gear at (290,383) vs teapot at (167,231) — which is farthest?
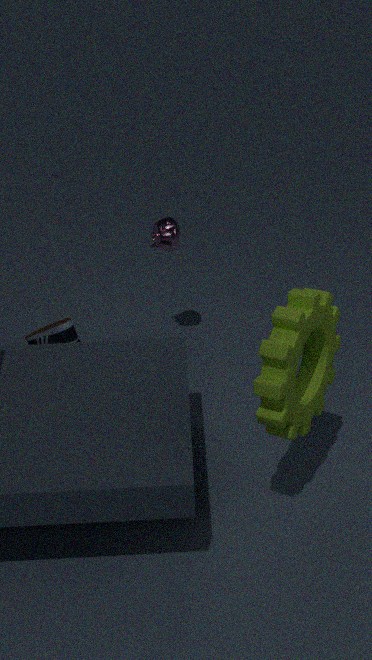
teapot at (167,231)
